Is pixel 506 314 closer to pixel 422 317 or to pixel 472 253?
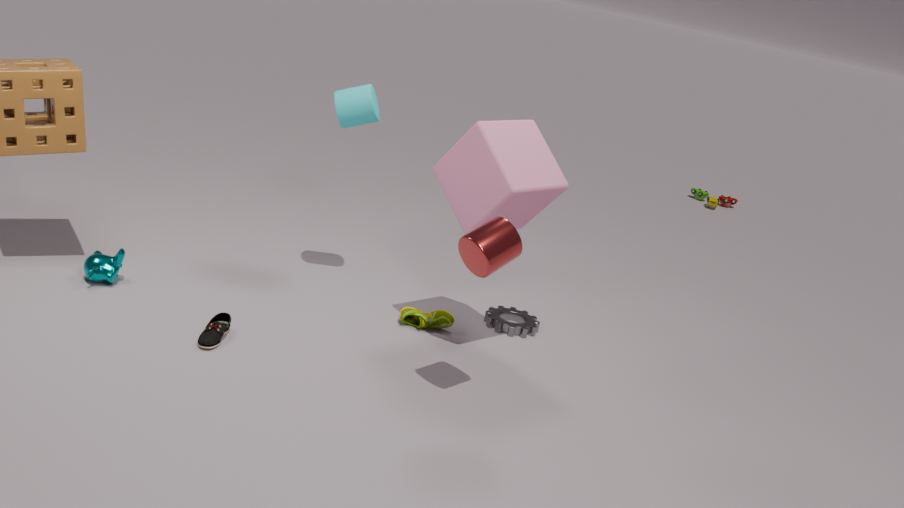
pixel 422 317
